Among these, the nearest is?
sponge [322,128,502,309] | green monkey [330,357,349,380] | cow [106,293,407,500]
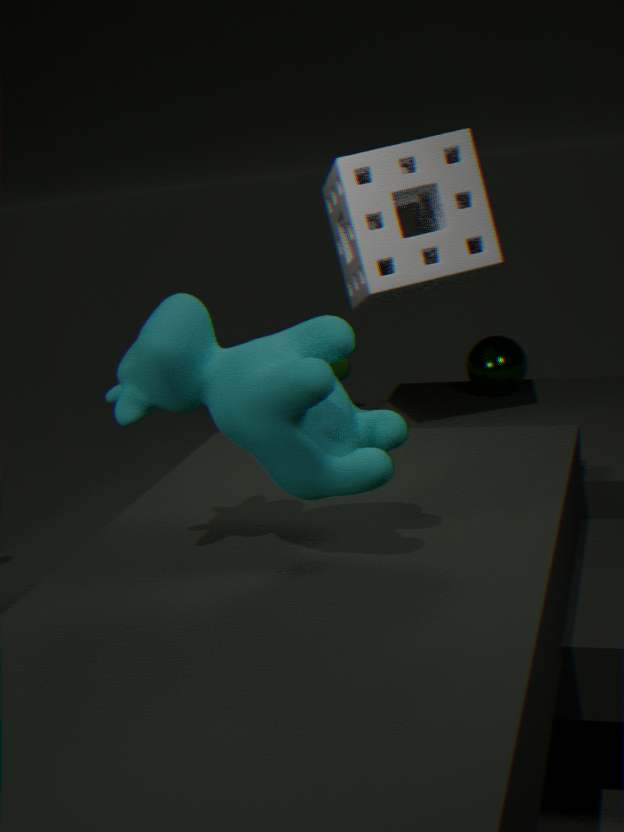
cow [106,293,407,500]
